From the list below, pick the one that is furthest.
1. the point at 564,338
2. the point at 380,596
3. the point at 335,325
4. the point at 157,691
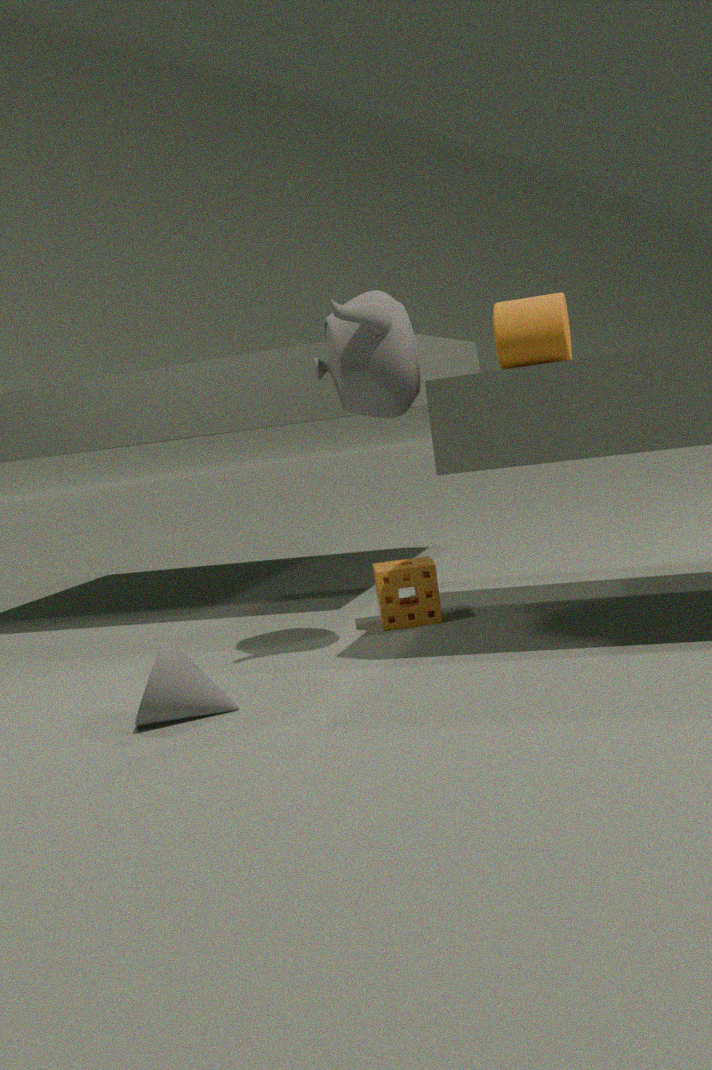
the point at 380,596
